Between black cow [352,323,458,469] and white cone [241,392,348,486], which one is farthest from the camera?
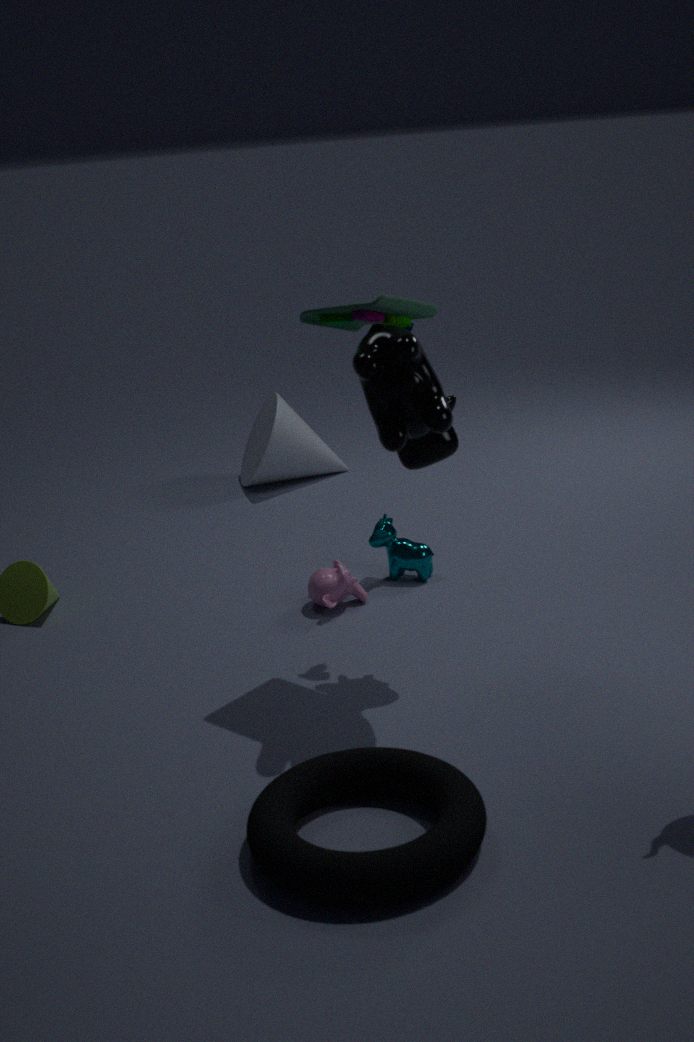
white cone [241,392,348,486]
